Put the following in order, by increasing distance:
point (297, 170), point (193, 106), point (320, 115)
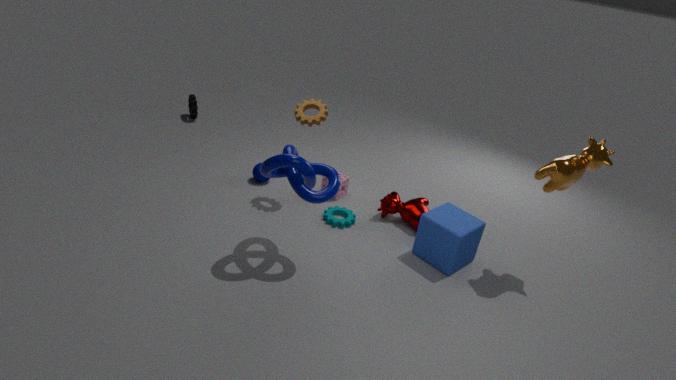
point (297, 170)
point (320, 115)
point (193, 106)
